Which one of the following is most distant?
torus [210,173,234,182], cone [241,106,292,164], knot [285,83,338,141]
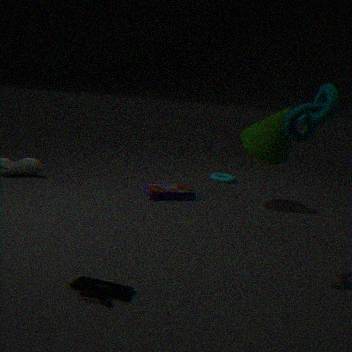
torus [210,173,234,182]
